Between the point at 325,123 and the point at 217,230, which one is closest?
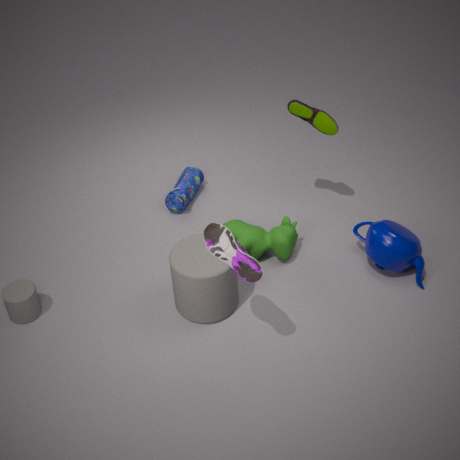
the point at 217,230
